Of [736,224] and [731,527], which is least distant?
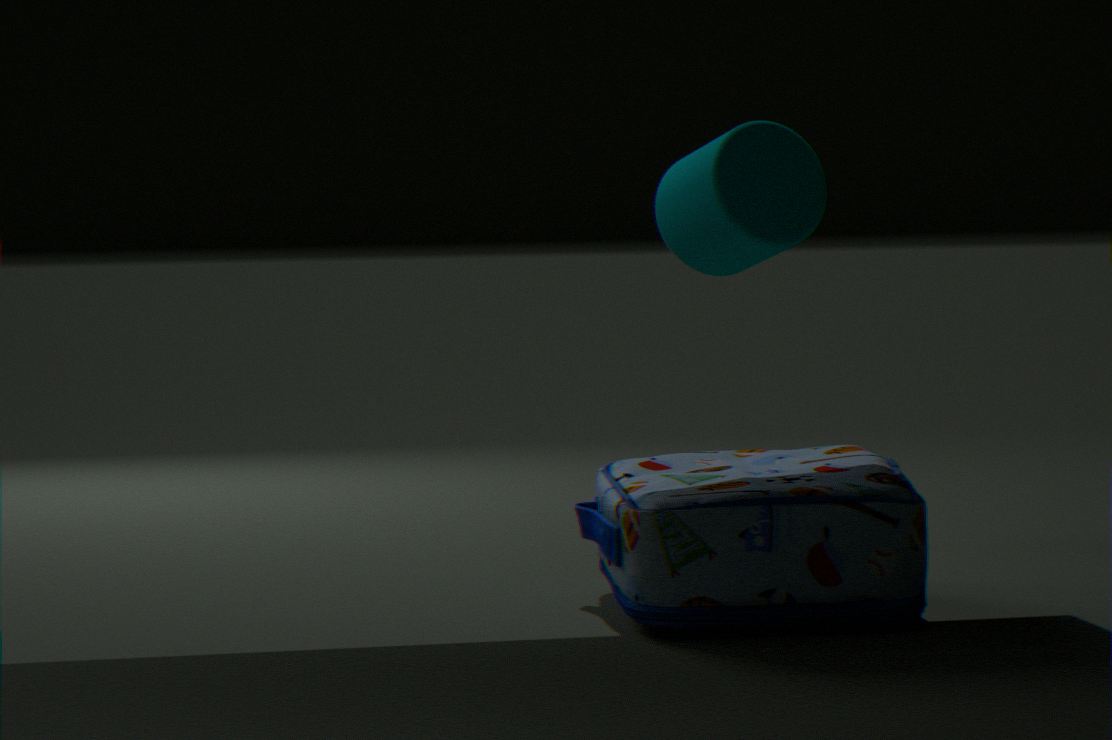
[731,527]
